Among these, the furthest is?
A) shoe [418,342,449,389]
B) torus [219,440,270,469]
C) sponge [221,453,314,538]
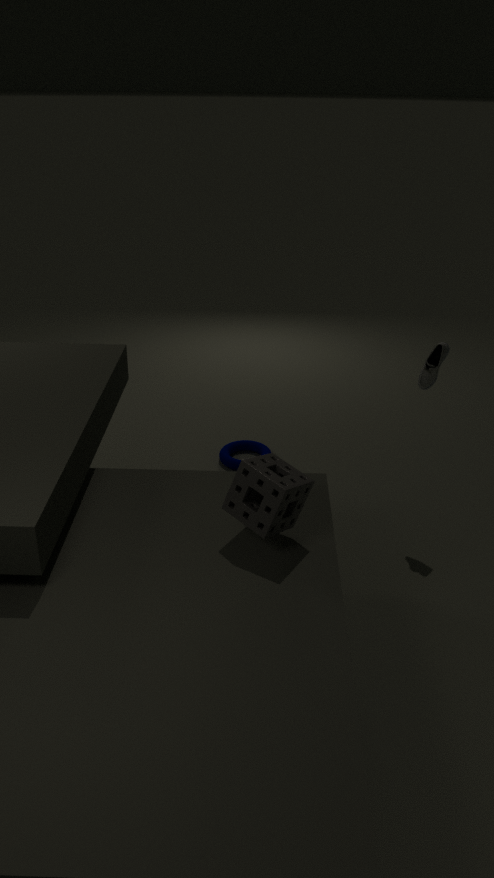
torus [219,440,270,469]
